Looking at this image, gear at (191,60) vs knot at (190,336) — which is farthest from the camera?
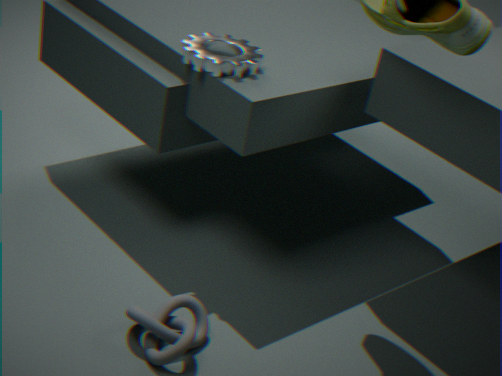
gear at (191,60)
